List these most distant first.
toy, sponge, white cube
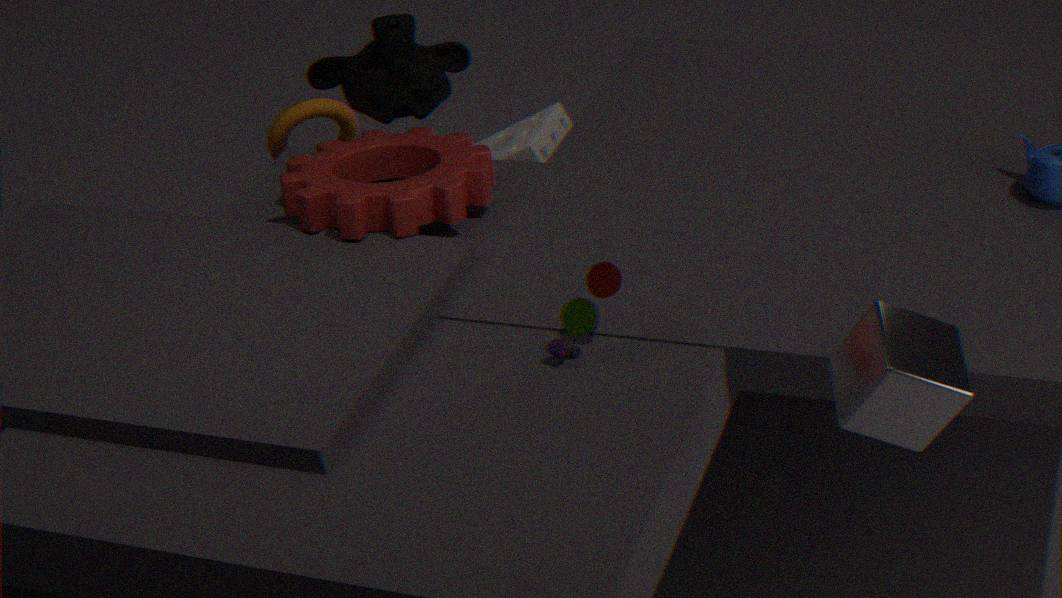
sponge < toy < white cube
